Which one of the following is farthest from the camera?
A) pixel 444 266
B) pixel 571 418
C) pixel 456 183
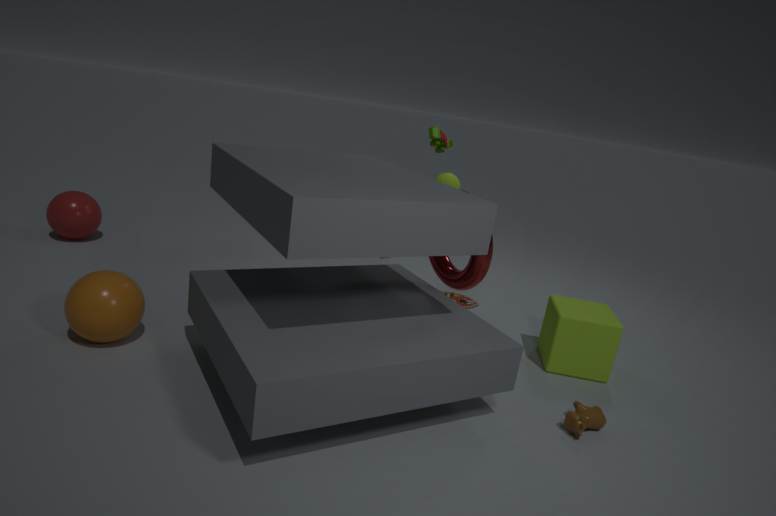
pixel 456 183
